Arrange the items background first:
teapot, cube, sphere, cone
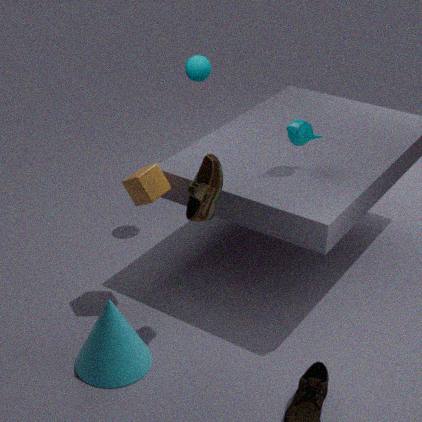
1. sphere
2. teapot
3. cube
4. cone
